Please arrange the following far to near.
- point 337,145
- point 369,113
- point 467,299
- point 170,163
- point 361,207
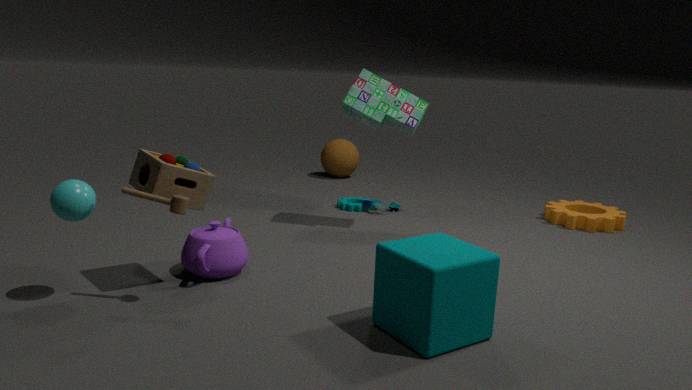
point 337,145
point 361,207
point 369,113
point 170,163
point 467,299
